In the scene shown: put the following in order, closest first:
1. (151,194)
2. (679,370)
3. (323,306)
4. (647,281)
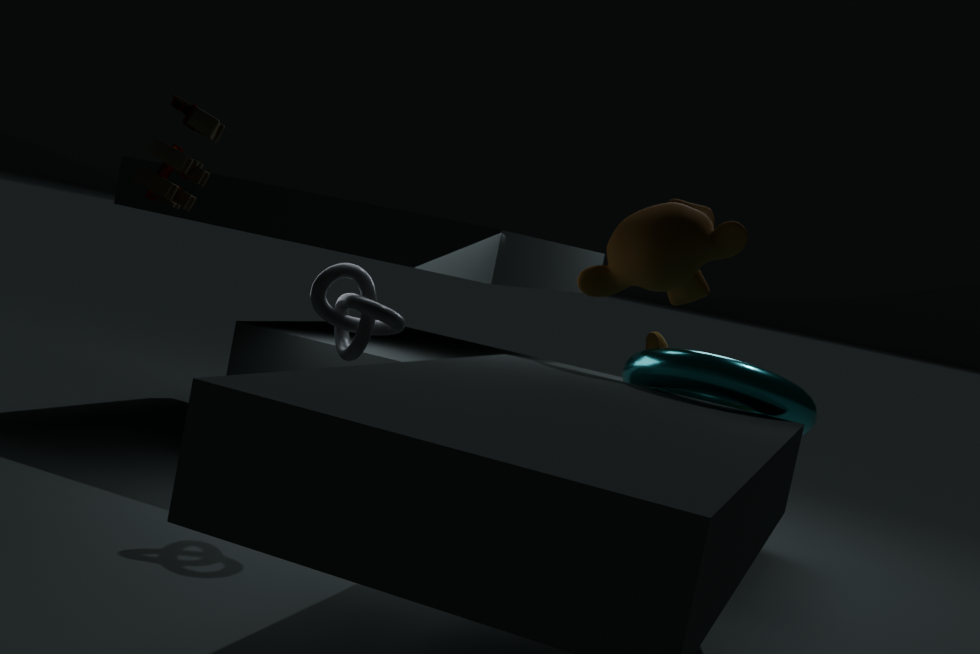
1. (679,370)
2. (323,306)
3. (647,281)
4. (151,194)
